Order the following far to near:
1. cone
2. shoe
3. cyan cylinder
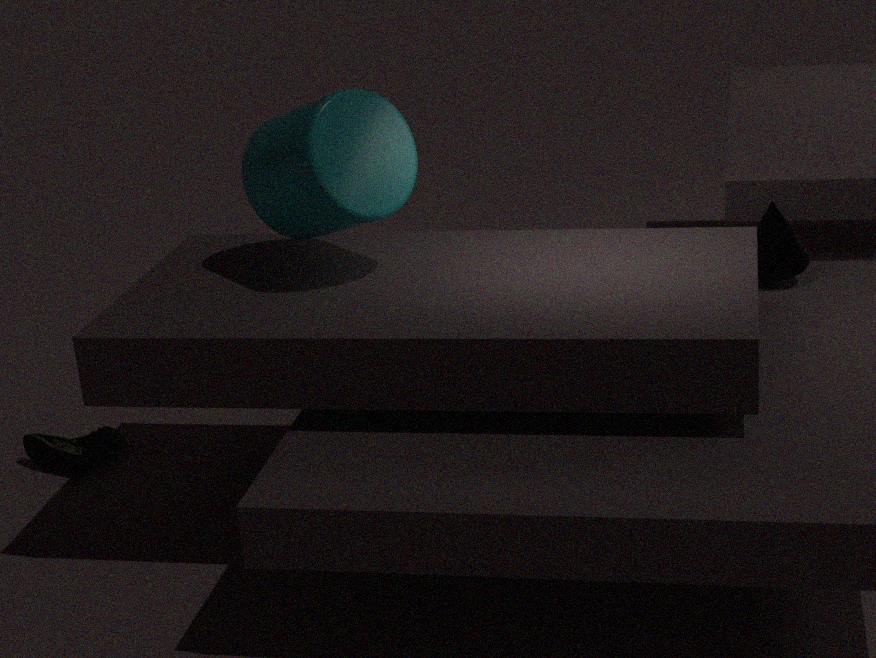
shoe, cone, cyan cylinder
